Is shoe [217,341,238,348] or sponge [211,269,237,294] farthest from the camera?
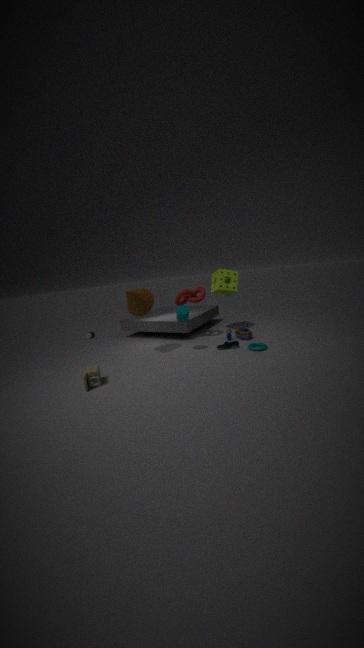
sponge [211,269,237,294]
